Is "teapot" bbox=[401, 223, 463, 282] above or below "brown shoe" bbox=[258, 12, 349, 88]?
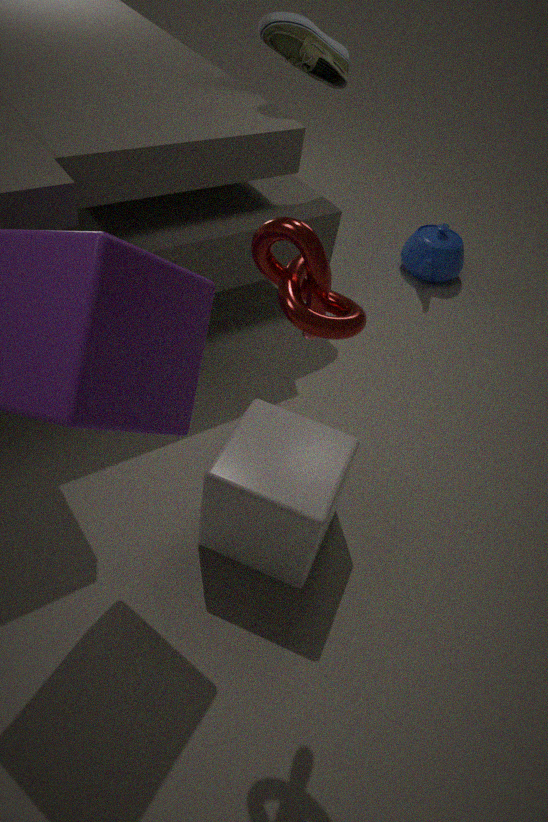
below
